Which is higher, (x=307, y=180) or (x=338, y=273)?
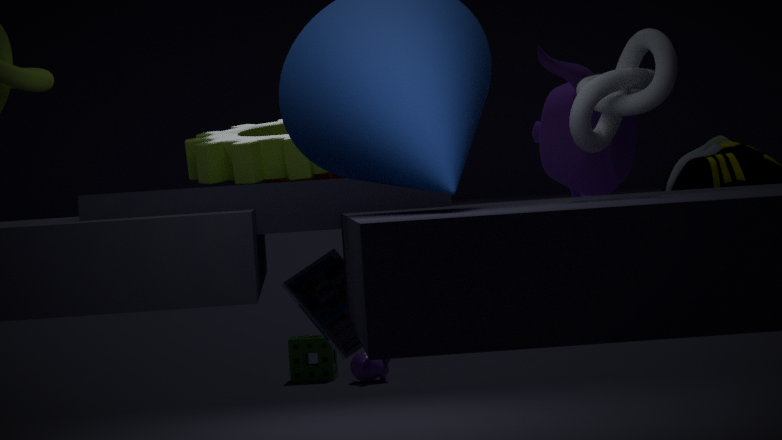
(x=307, y=180)
